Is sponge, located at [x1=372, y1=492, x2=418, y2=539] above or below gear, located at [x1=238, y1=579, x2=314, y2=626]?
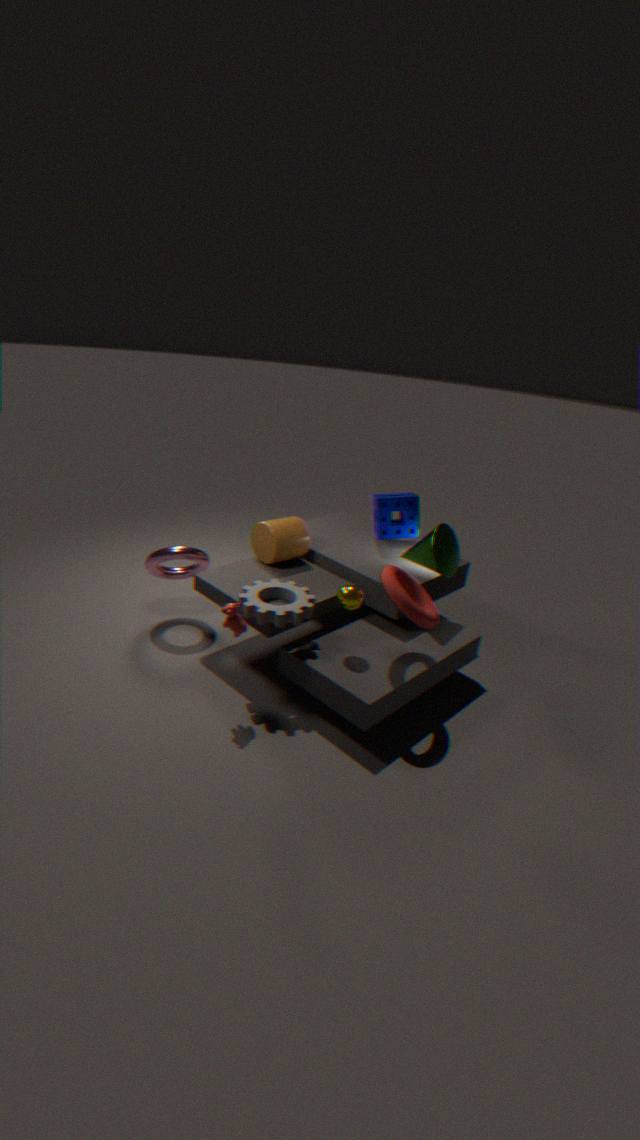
above
